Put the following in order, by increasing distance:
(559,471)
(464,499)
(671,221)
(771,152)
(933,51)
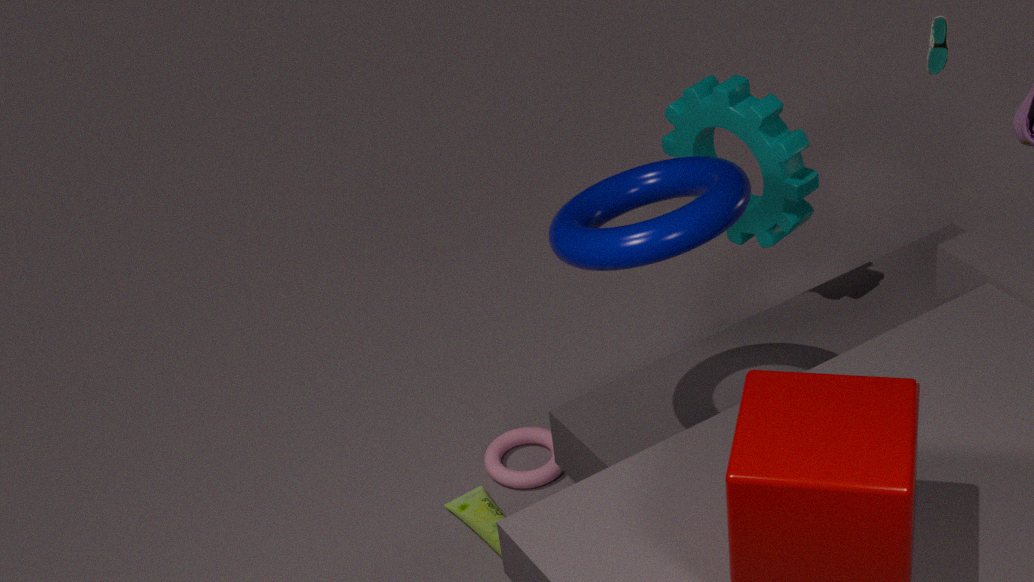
1. (671,221)
2. (771,152)
3. (933,51)
4. (464,499)
5. (559,471)
